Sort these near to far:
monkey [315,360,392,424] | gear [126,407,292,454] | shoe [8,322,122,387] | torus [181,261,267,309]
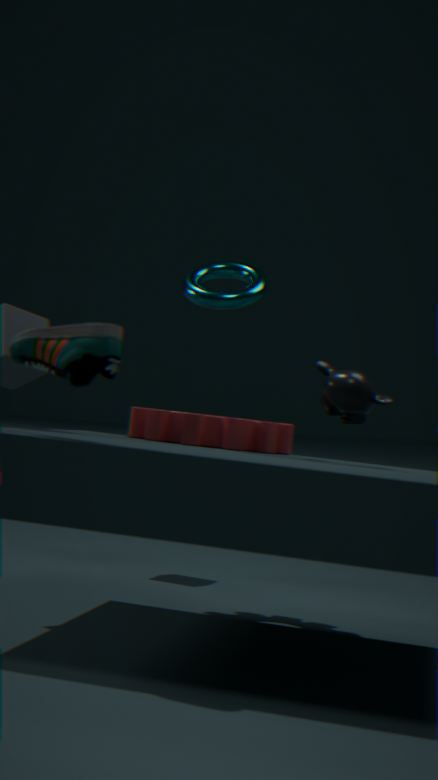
shoe [8,322,122,387]
monkey [315,360,392,424]
torus [181,261,267,309]
gear [126,407,292,454]
